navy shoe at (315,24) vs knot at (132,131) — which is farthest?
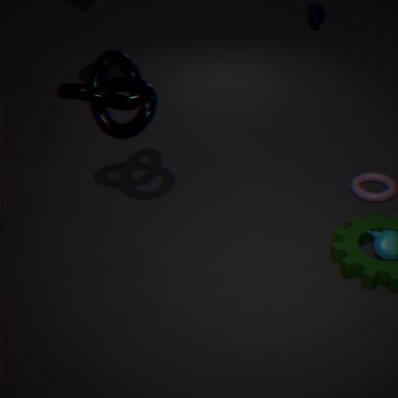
navy shoe at (315,24)
